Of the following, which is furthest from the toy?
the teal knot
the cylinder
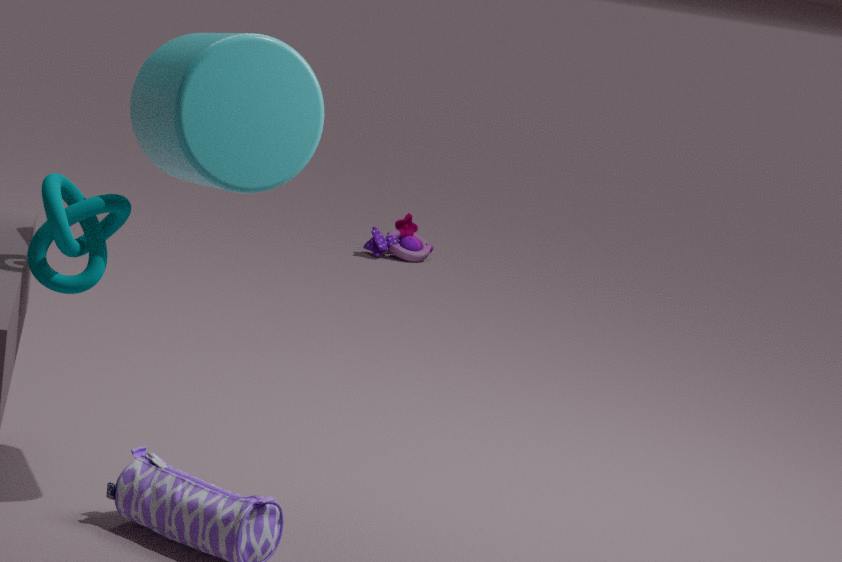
the teal knot
